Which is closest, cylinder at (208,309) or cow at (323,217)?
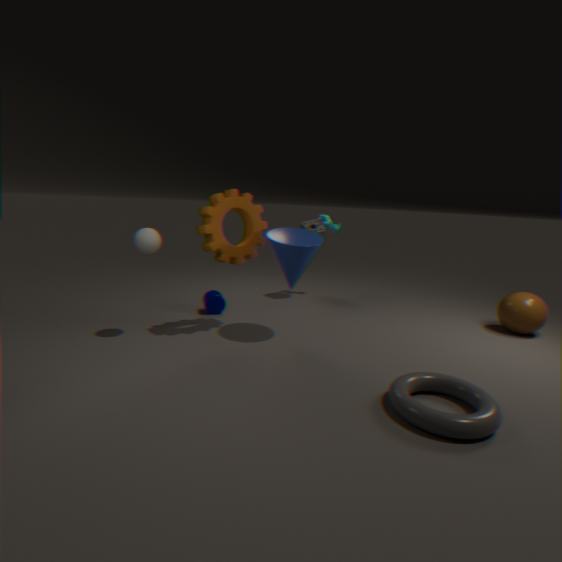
cylinder at (208,309)
